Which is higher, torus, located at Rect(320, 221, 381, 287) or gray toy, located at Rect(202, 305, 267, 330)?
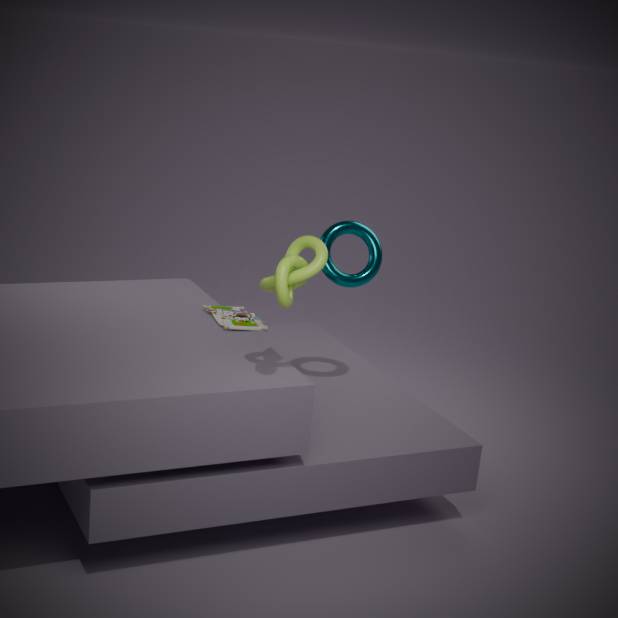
torus, located at Rect(320, 221, 381, 287)
